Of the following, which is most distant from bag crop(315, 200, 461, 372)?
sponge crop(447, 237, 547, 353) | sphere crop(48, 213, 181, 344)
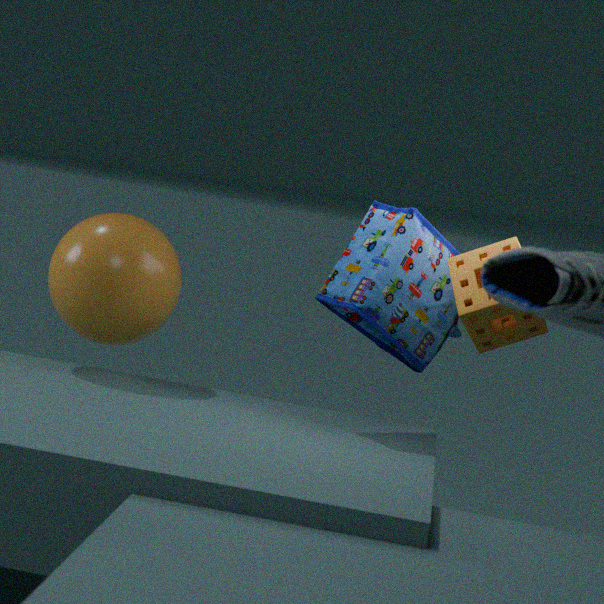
sphere crop(48, 213, 181, 344)
